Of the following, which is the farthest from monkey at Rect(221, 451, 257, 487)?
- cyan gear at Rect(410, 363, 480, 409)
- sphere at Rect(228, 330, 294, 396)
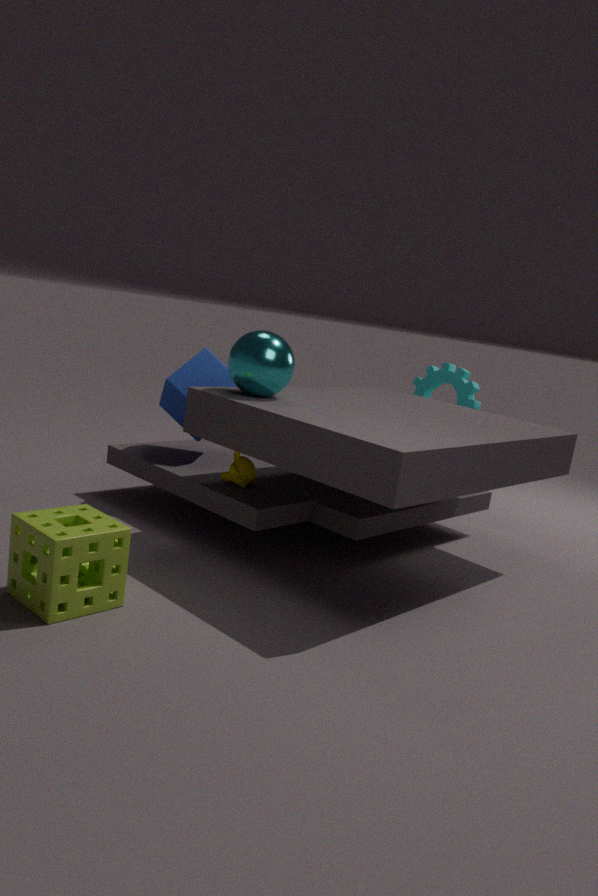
cyan gear at Rect(410, 363, 480, 409)
